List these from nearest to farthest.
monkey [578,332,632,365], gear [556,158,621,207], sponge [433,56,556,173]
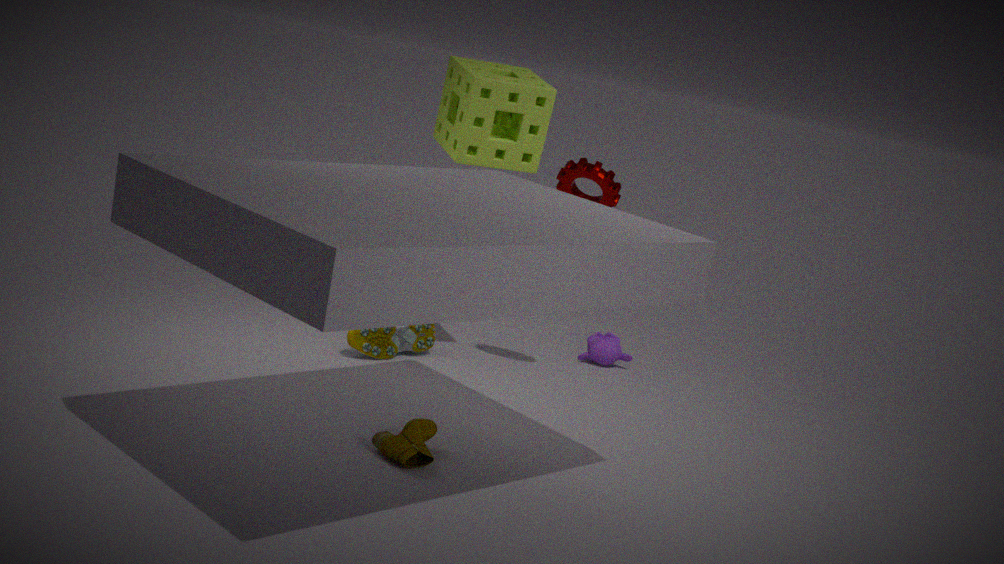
sponge [433,56,556,173] < gear [556,158,621,207] < monkey [578,332,632,365]
